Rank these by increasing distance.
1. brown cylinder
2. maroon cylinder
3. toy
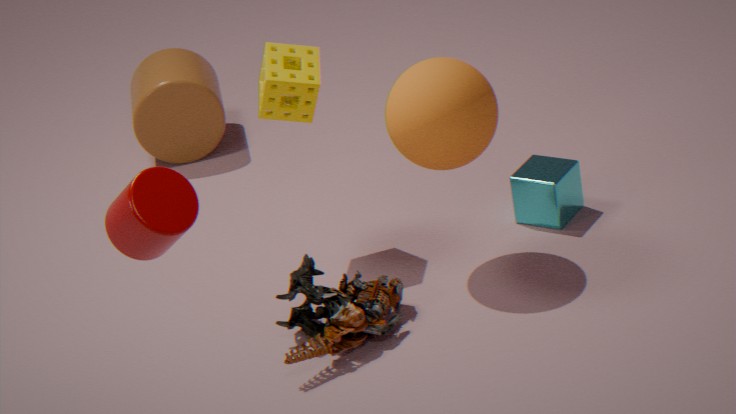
maroon cylinder → toy → brown cylinder
